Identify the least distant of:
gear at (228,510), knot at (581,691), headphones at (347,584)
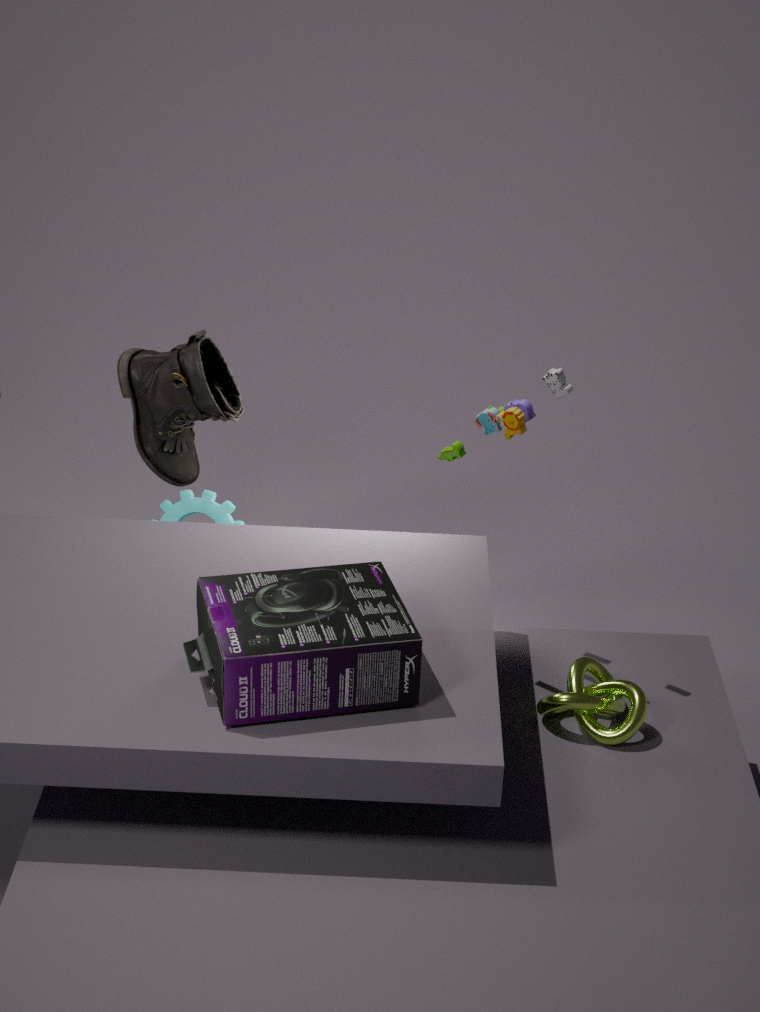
headphones at (347,584)
